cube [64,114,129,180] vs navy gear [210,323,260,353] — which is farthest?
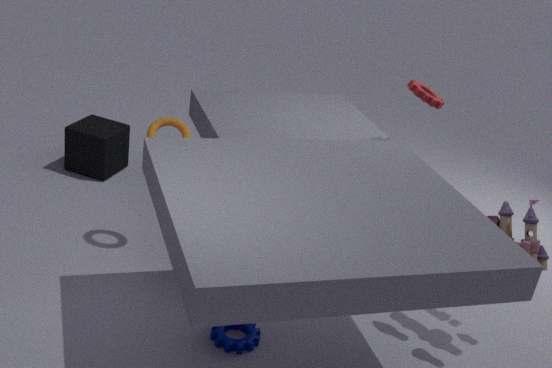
cube [64,114,129,180]
